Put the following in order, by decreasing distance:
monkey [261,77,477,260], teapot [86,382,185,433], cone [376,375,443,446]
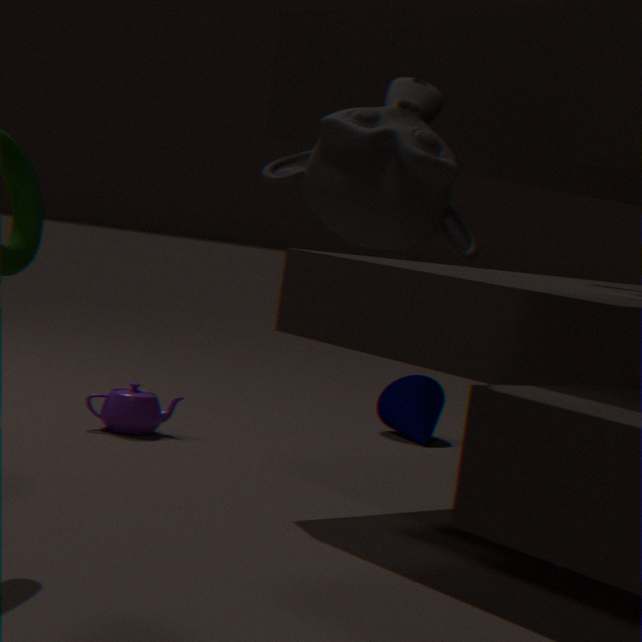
cone [376,375,443,446] → teapot [86,382,185,433] → monkey [261,77,477,260]
